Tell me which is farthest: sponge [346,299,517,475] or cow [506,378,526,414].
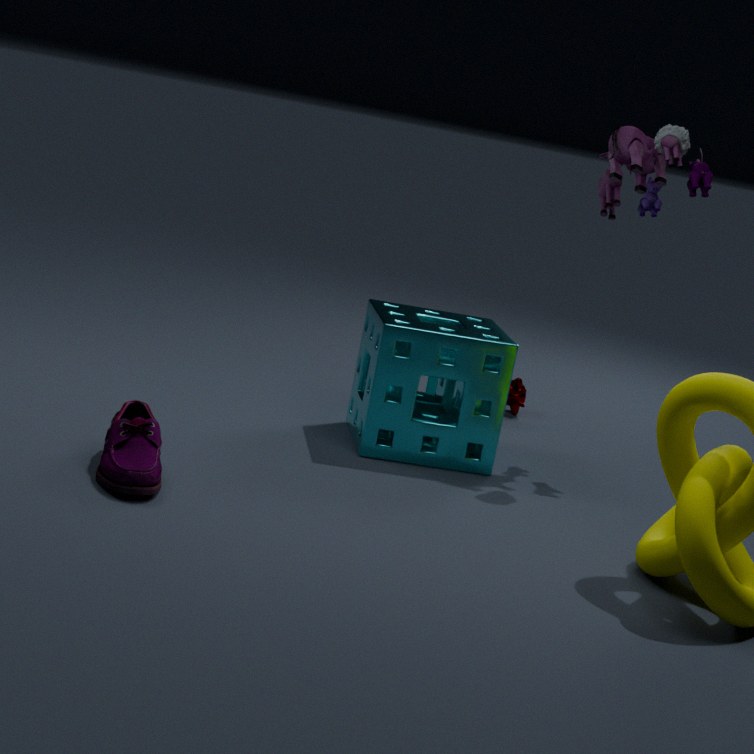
cow [506,378,526,414]
